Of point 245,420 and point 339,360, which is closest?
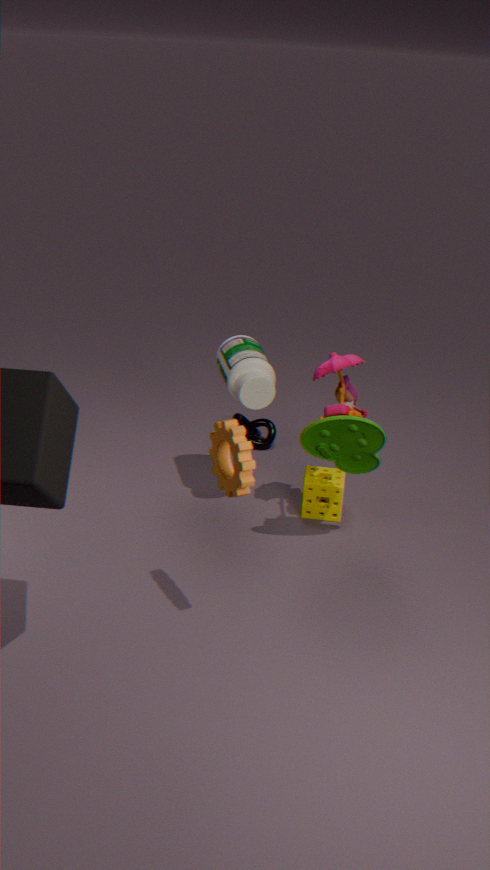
point 339,360
